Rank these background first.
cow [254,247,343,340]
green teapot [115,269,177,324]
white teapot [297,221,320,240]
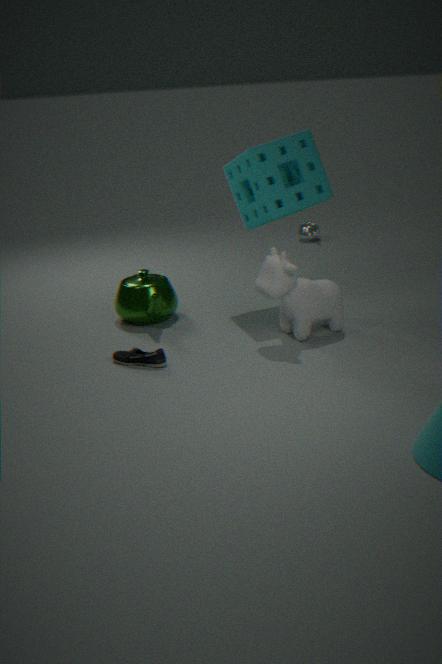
white teapot [297,221,320,240] < green teapot [115,269,177,324] < cow [254,247,343,340]
